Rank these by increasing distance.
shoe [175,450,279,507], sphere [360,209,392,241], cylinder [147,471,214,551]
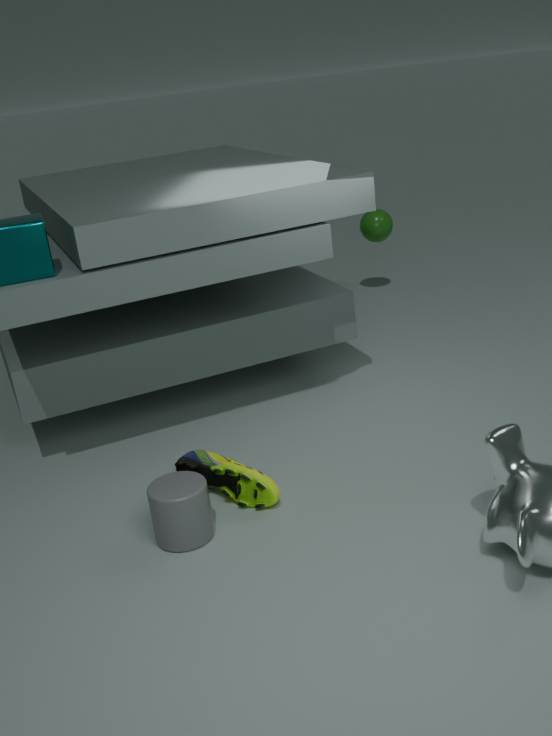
1. cylinder [147,471,214,551]
2. shoe [175,450,279,507]
3. sphere [360,209,392,241]
